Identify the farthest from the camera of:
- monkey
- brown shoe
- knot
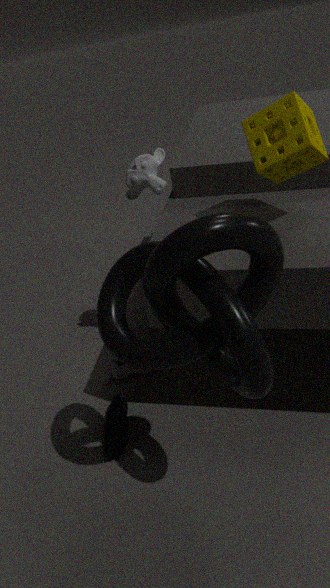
brown shoe
